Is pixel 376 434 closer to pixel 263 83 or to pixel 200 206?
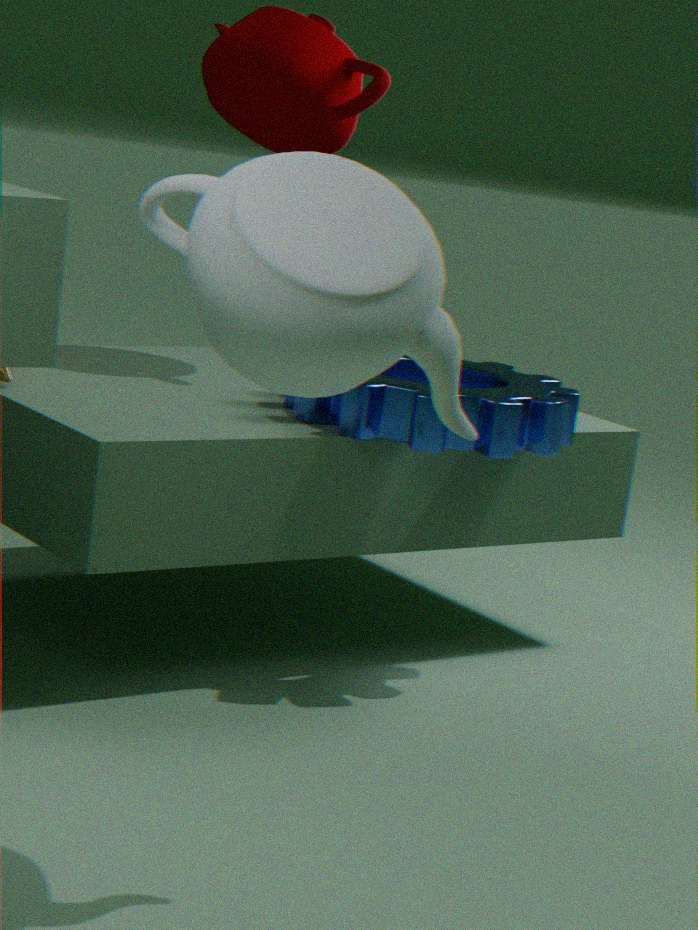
pixel 263 83
